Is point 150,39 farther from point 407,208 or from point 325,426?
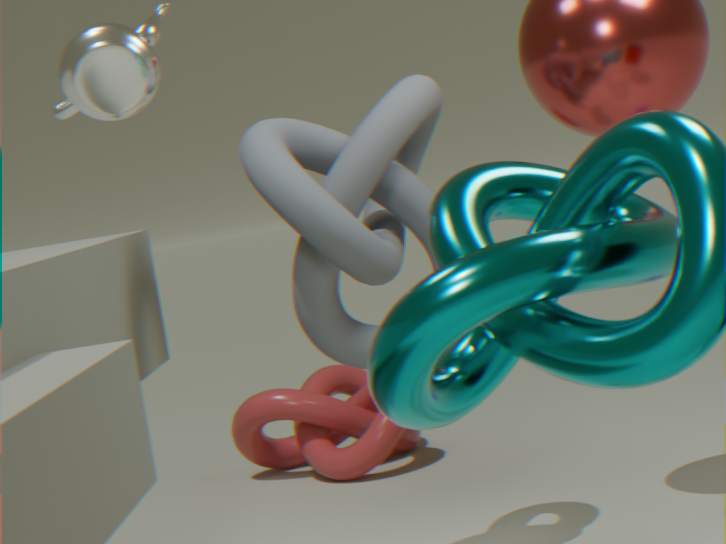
point 325,426
